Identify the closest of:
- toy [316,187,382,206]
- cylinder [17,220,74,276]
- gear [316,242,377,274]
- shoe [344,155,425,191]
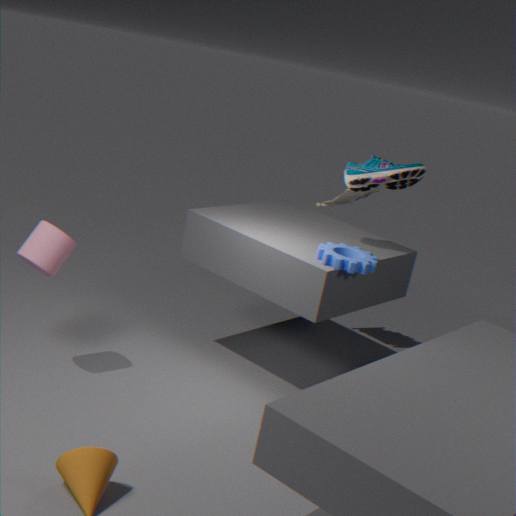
cylinder [17,220,74,276]
